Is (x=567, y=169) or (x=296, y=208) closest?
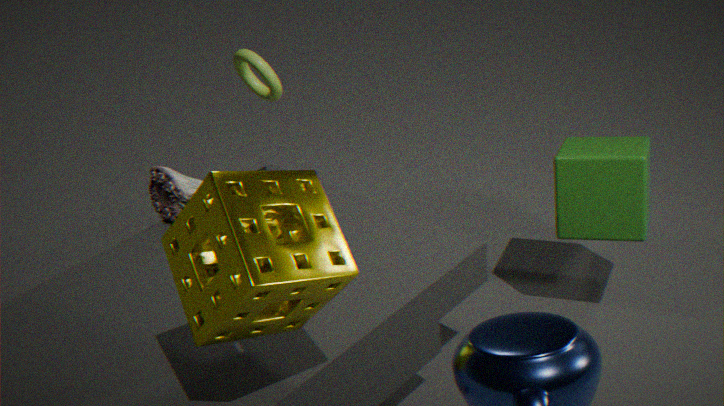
(x=296, y=208)
